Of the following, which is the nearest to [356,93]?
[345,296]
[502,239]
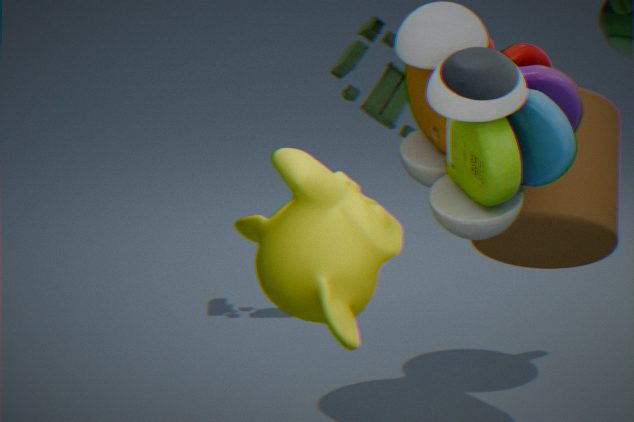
[502,239]
